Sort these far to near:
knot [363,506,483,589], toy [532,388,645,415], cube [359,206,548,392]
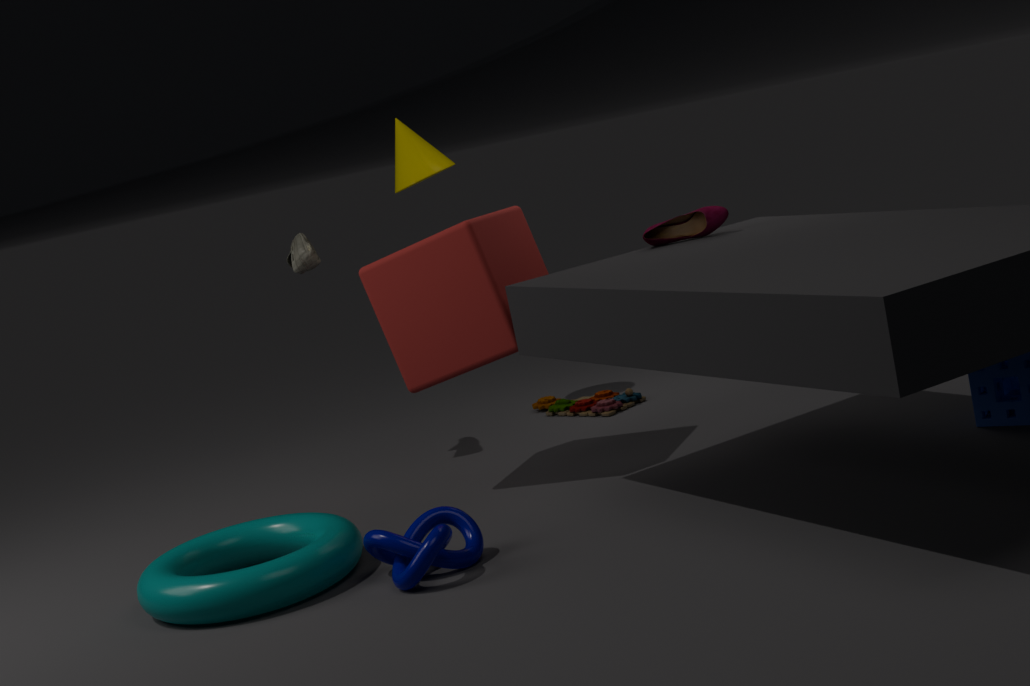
toy [532,388,645,415] < cube [359,206,548,392] < knot [363,506,483,589]
